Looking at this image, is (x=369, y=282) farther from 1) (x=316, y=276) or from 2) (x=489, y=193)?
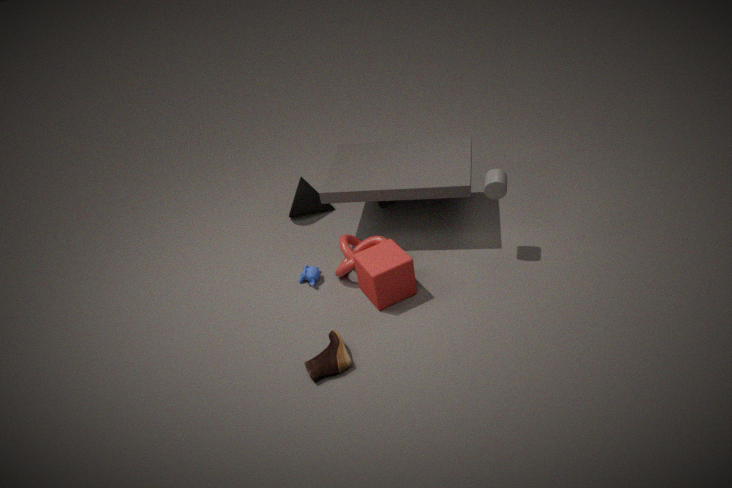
2) (x=489, y=193)
